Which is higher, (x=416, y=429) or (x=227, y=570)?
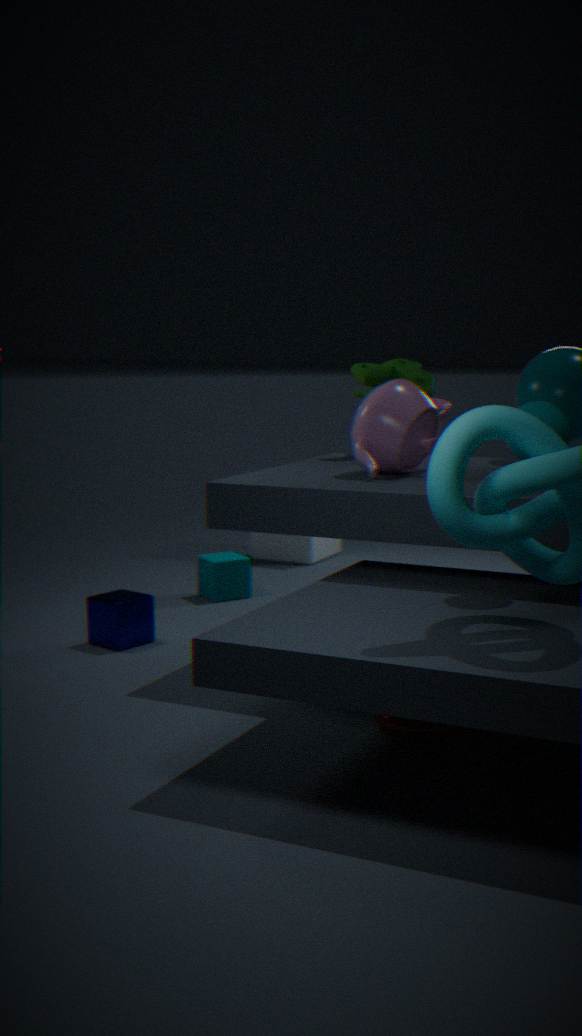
(x=416, y=429)
